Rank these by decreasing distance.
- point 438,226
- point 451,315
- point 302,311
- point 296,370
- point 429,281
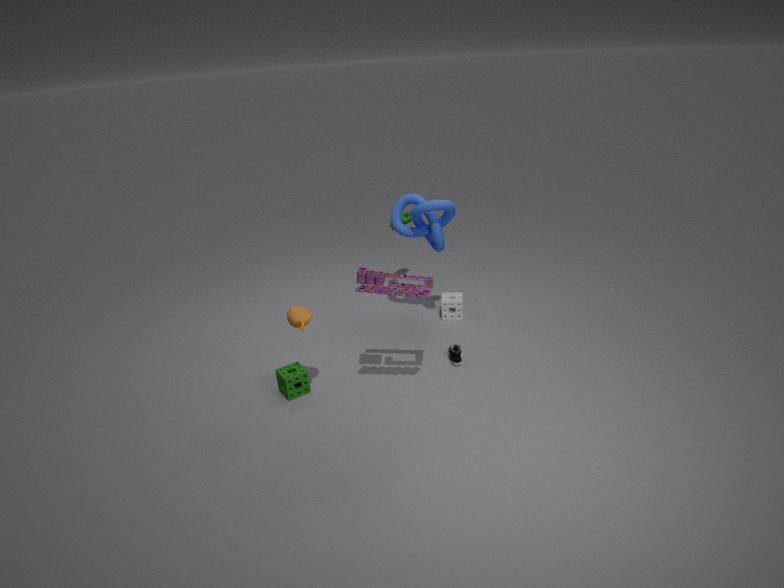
1. point 451,315
2. point 438,226
3. point 296,370
4. point 429,281
5. point 302,311
